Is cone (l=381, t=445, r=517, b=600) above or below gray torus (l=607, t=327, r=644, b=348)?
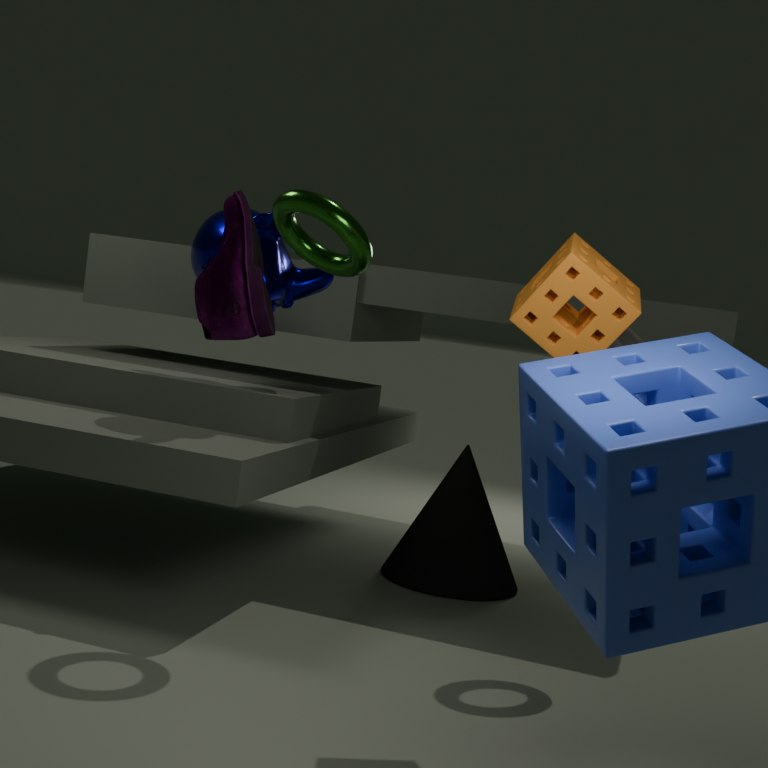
below
